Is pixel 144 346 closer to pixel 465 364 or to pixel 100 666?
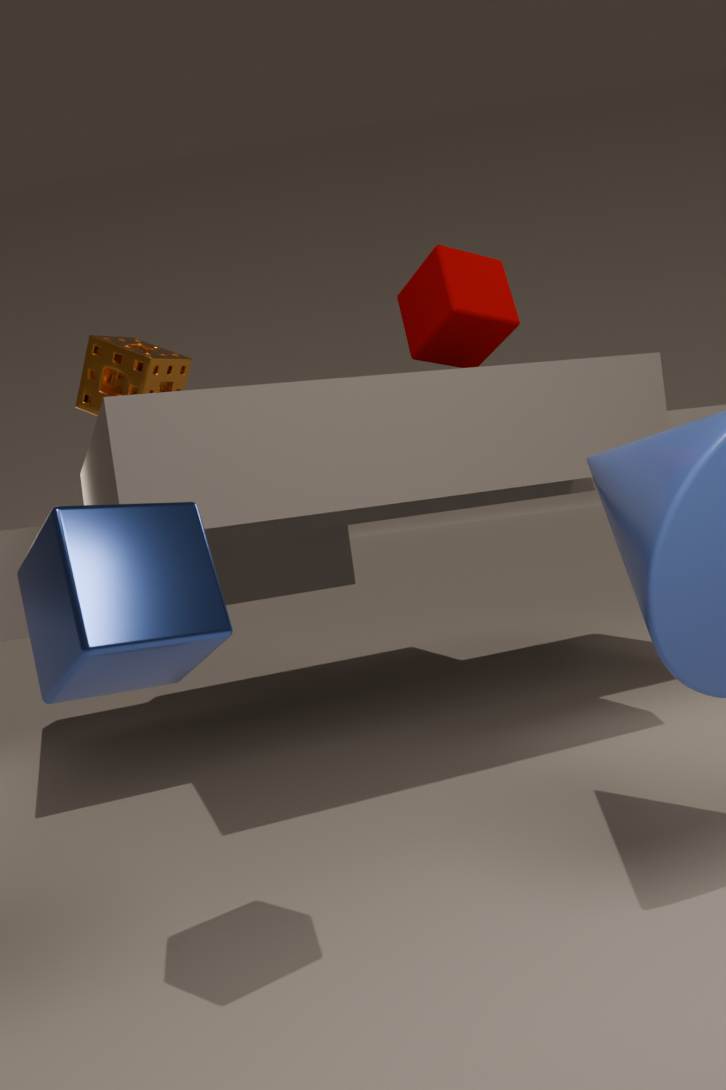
pixel 465 364
